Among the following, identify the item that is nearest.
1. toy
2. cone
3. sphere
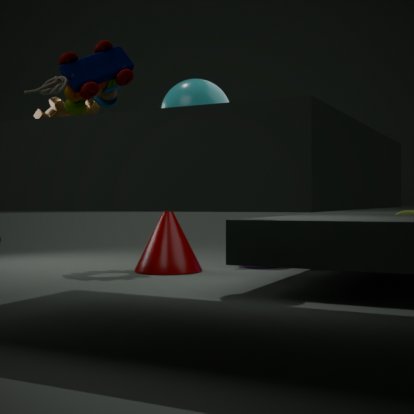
toy
